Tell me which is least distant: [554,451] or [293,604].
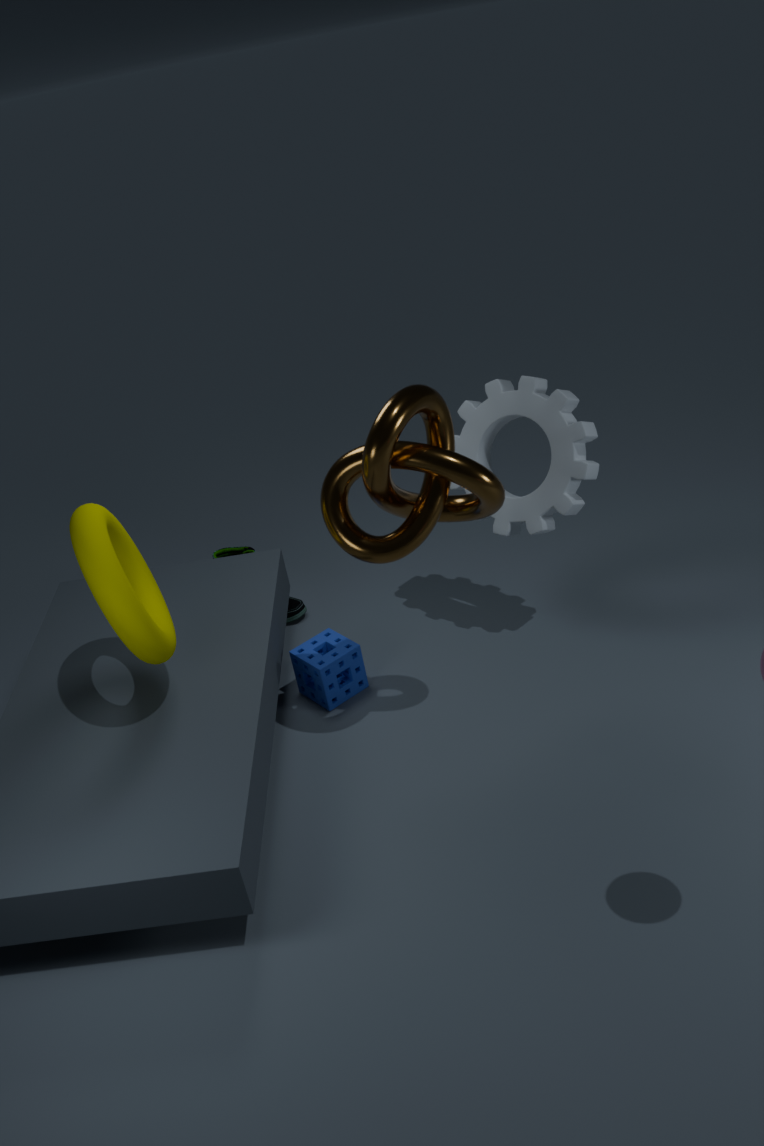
[554,451]
